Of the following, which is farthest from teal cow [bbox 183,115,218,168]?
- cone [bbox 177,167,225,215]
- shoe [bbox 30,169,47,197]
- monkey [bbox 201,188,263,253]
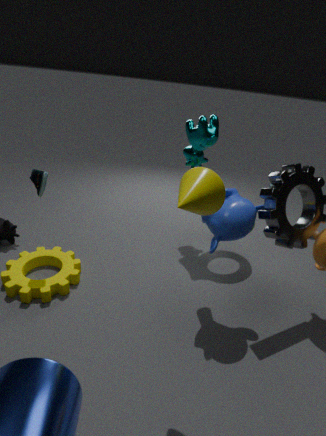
shoe [bbox 30,169,47,197]
